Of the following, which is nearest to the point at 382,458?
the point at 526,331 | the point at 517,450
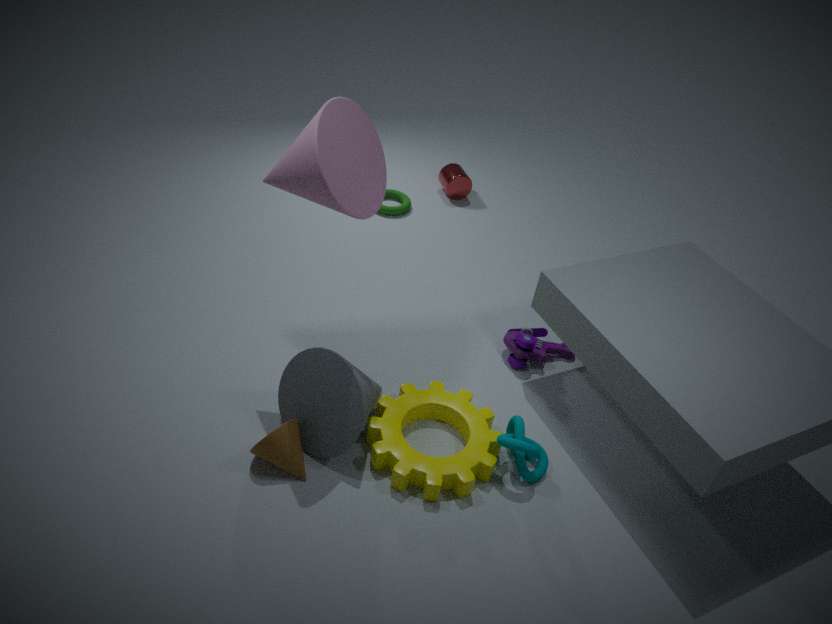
the point at 517,450
